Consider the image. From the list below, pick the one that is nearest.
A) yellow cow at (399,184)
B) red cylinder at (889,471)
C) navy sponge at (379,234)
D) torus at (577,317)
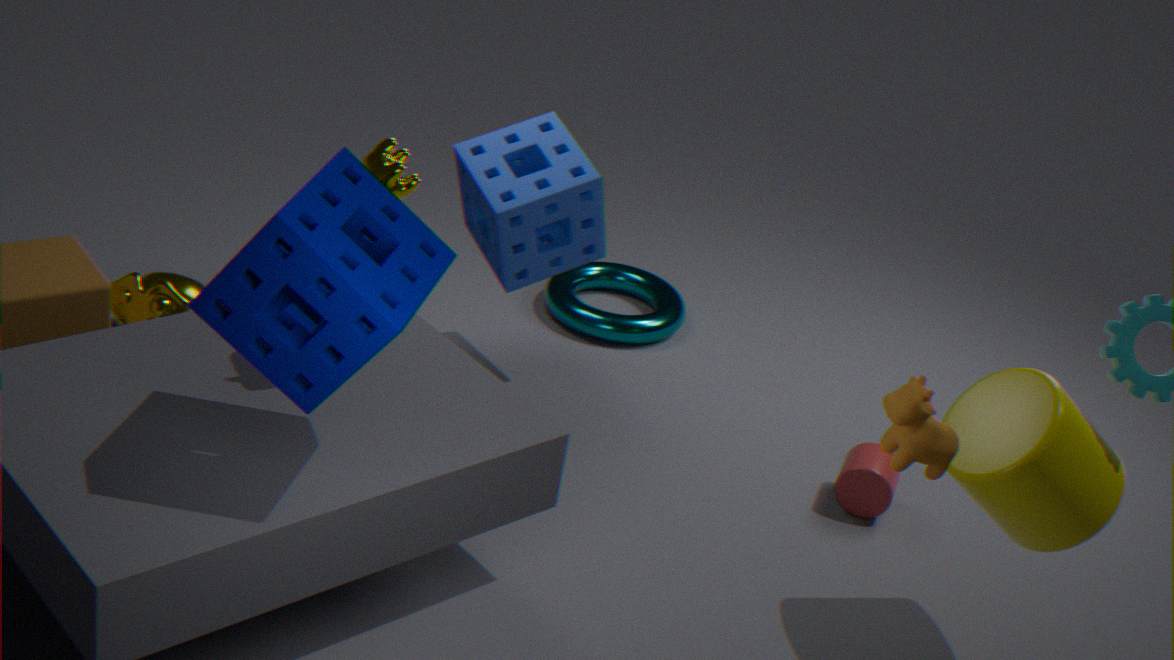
navy sponge at (379,234)
